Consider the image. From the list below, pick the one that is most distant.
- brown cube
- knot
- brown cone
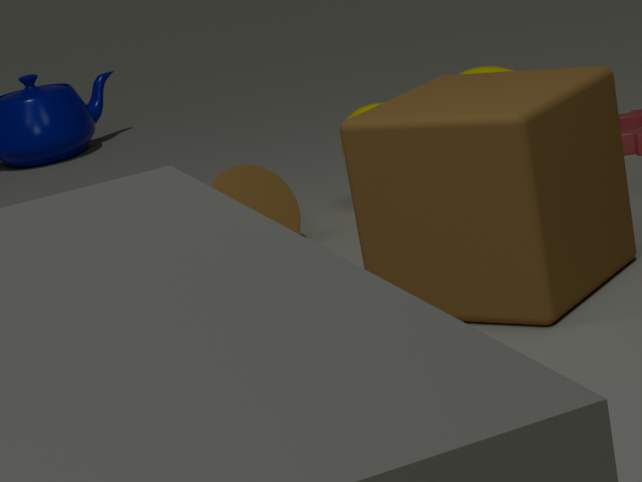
knot
